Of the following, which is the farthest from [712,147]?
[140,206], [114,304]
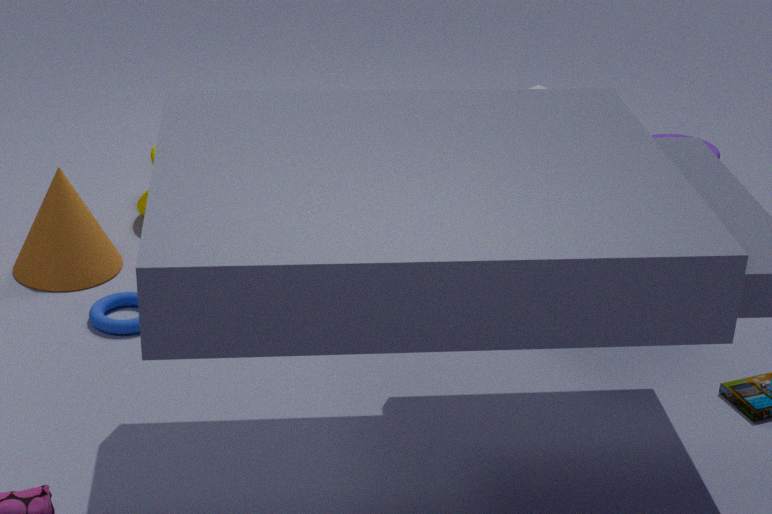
[114,304]
